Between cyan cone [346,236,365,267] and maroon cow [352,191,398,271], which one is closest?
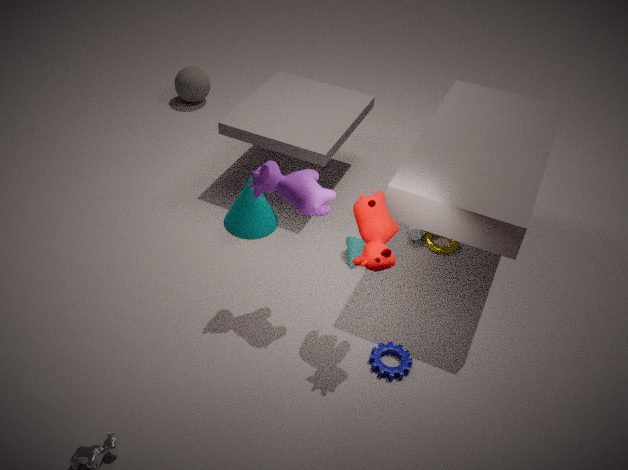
maroon cow [352,191,398,271]
